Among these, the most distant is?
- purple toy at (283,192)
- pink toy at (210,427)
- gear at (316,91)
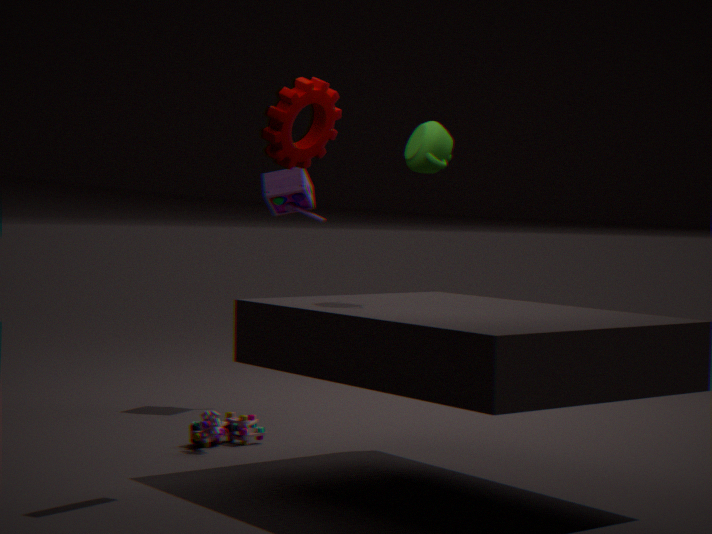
purple toy at (283,192)
